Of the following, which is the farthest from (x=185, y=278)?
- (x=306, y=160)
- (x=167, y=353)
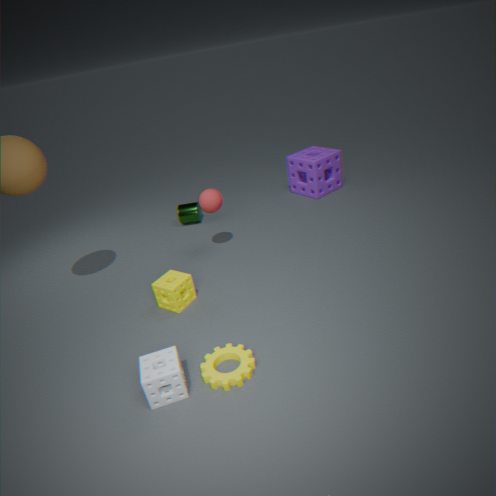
(x=306, y=160)
